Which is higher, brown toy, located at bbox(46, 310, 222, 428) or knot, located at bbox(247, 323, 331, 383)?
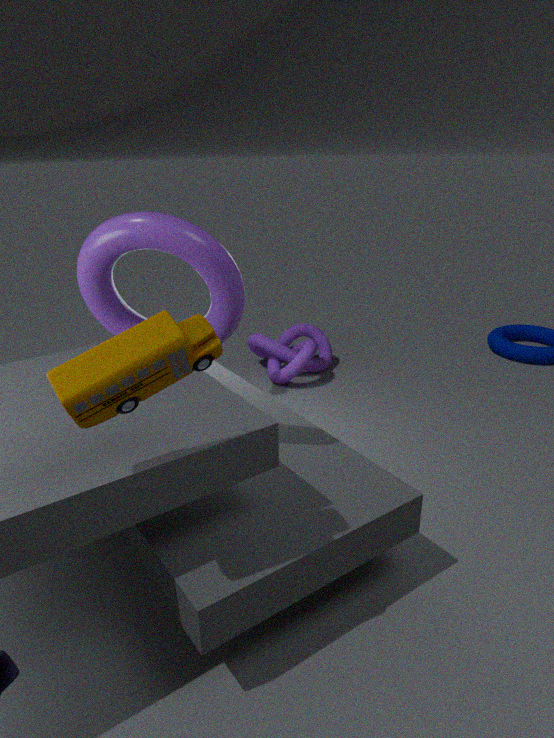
brown toy, located at bbox(46, 310, 222, 428)
